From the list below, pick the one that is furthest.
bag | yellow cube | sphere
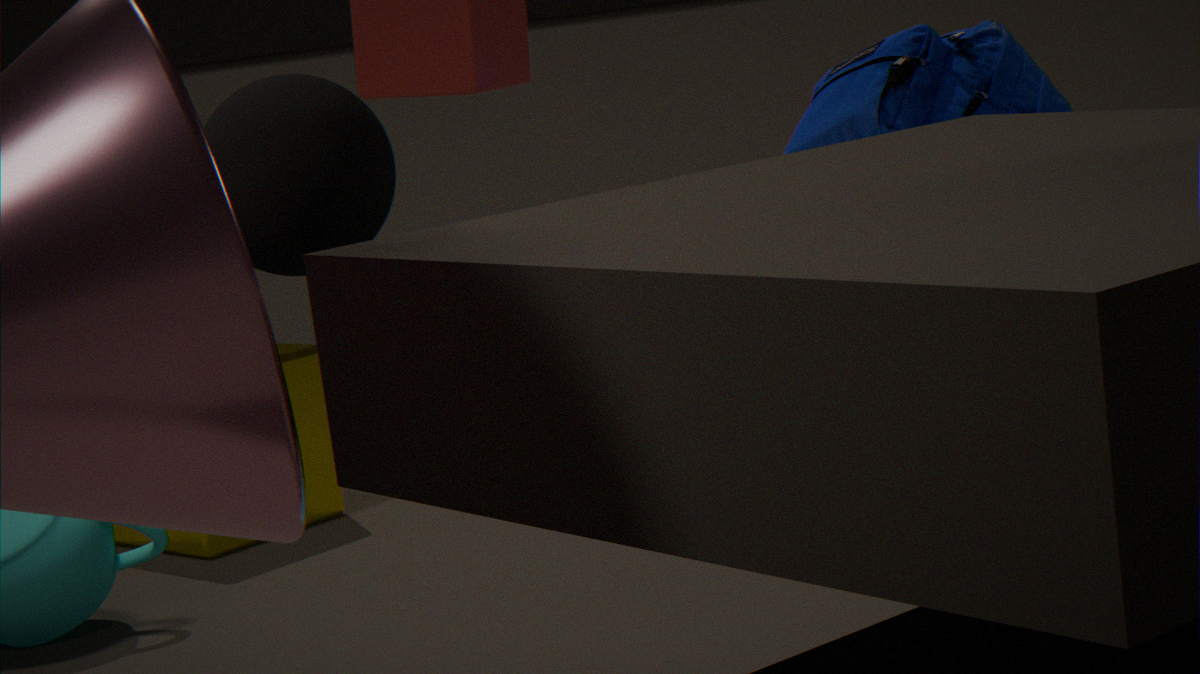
yellow cube
